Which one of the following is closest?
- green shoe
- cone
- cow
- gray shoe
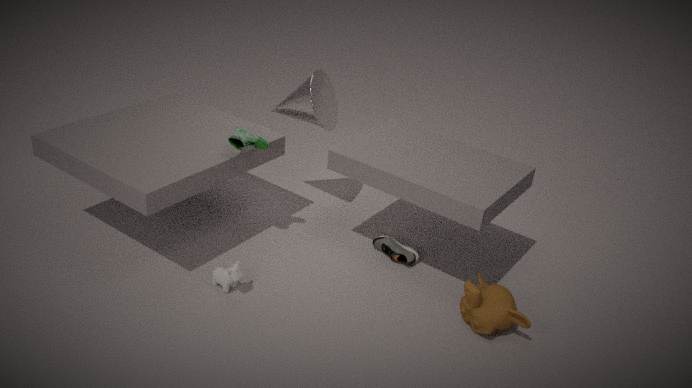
cow
